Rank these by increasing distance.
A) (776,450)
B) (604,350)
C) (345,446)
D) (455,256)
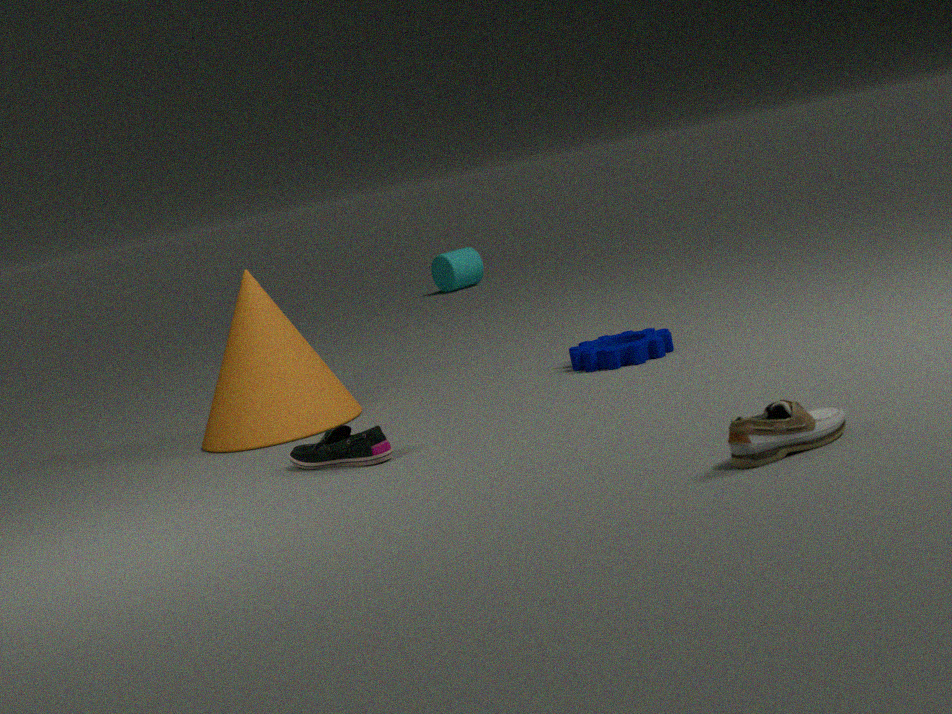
(776,450) < (345,446) < (604,350) < (455,256)
